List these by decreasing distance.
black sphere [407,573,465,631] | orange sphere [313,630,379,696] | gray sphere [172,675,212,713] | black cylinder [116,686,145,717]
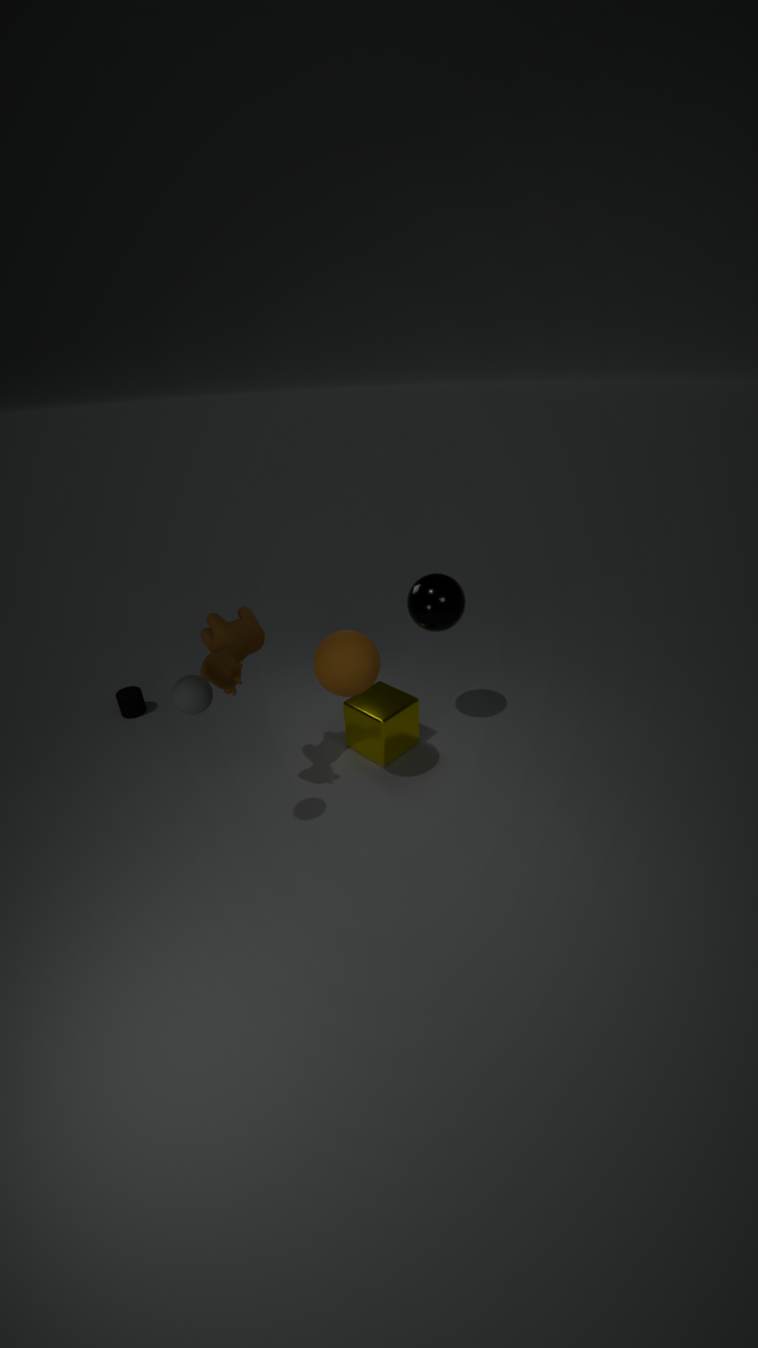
black cylinder [116,686,145,717]
black sphere [407,573,465,631]
orange sphere [313,630,379,696]
gray sphere [172,675,212,713]
